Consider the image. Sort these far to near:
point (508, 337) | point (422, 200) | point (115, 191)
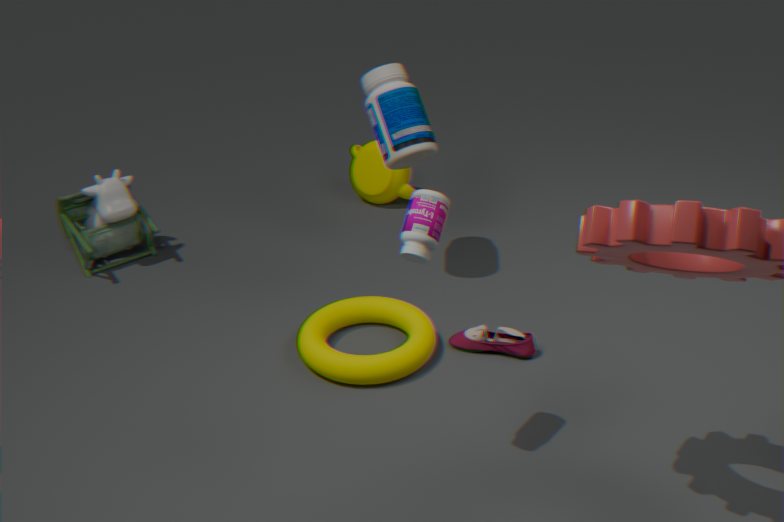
point (115, 191) < point (508, 337) < point (422, 200)
